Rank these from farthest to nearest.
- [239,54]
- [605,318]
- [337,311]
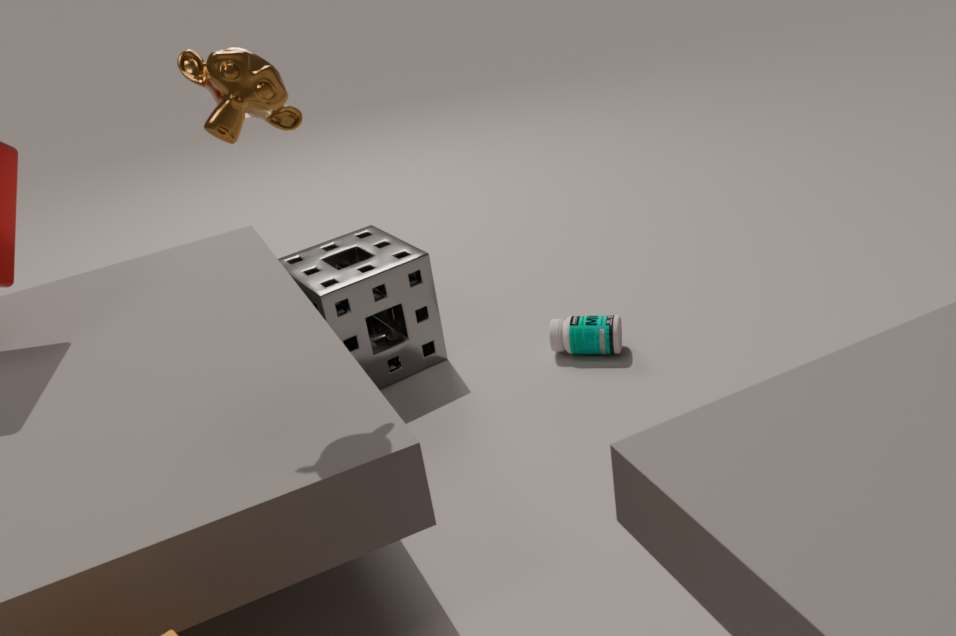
[605,318] → [337,311] → [239,54]
